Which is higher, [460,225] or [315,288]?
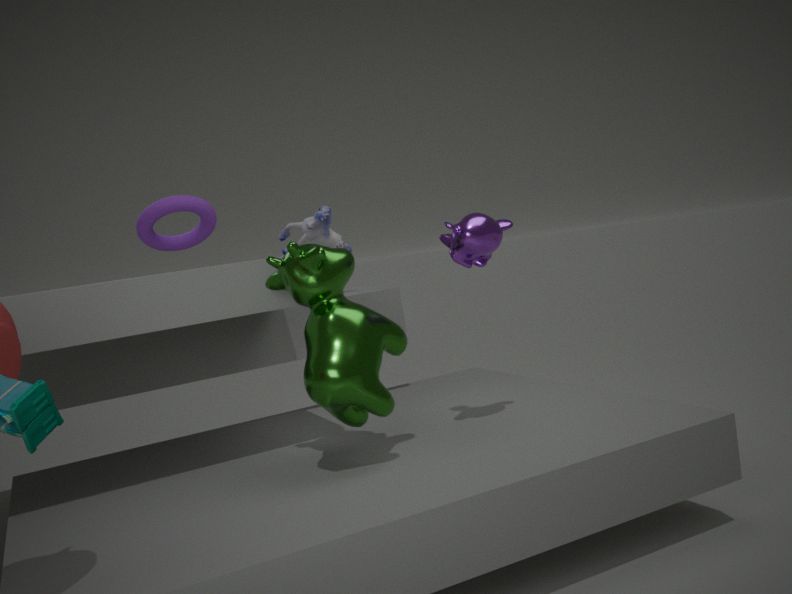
[460,225]
